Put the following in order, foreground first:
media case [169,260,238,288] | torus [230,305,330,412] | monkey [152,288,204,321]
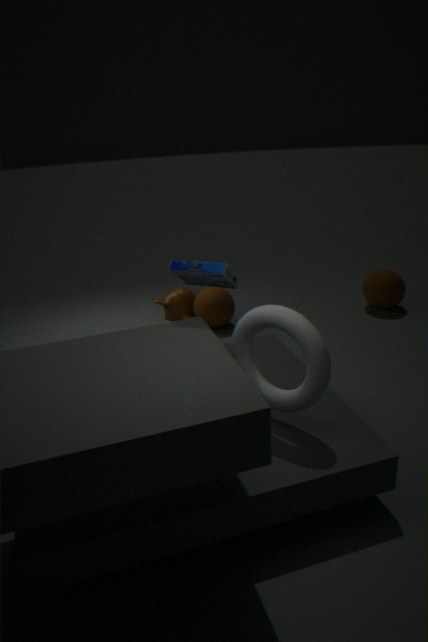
1. torus [230,305,330,412]
2. media case [169,260,238,288]
3. monkey [152,288,204,321]
